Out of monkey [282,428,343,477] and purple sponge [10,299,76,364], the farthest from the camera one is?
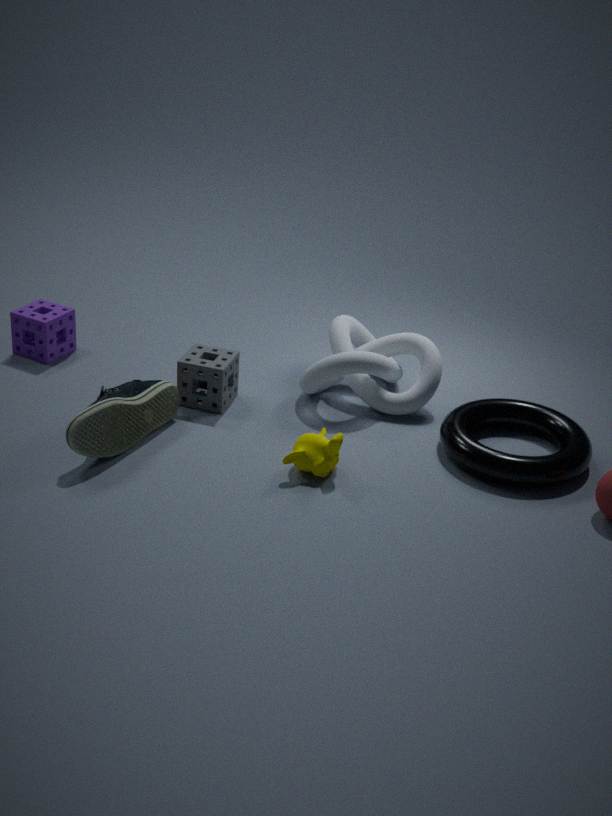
purple sponge [10,299,76,364]
